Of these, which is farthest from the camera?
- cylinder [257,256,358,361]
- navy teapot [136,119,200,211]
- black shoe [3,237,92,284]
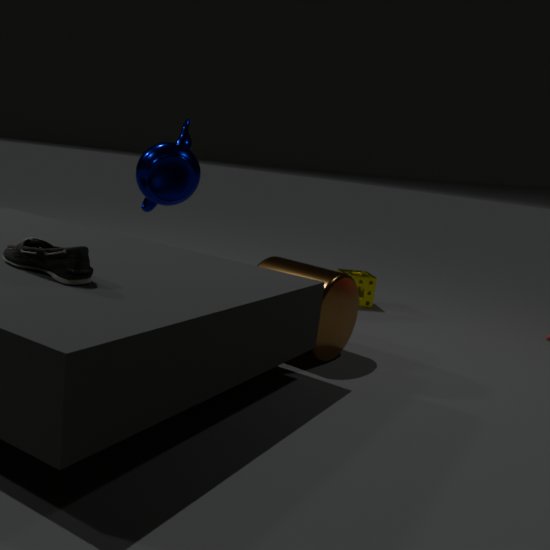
navy teapot [136,119,200,211]
